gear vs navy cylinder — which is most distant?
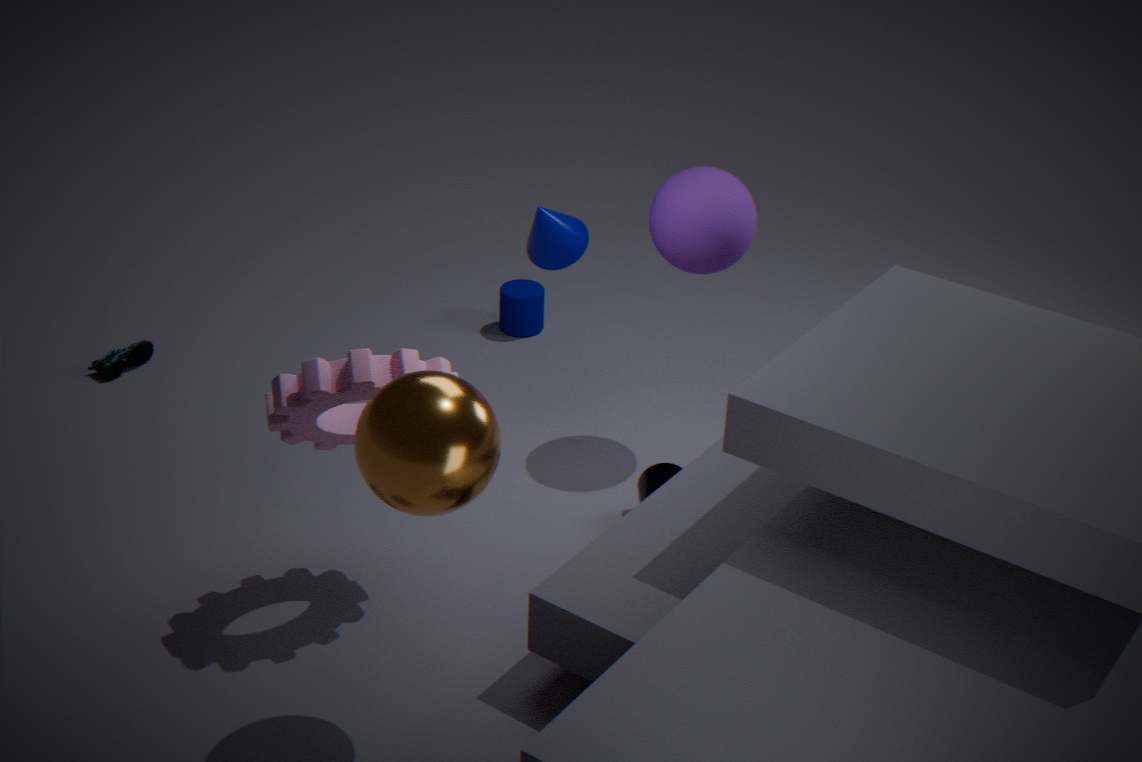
navy cylinder
